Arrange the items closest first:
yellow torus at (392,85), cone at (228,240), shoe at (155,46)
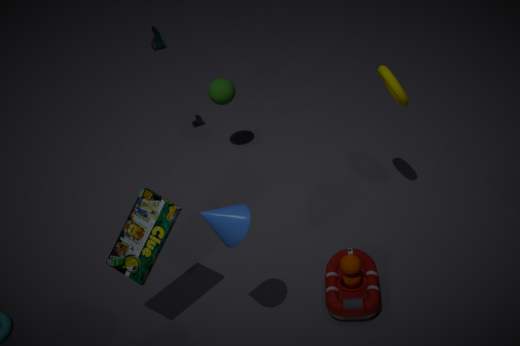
cone at (228,240) → yellow torus at (392,85) → shoe at (155,46)
